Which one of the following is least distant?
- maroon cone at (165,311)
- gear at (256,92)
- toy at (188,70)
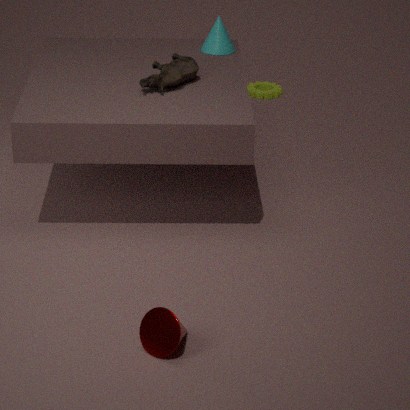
maroon cone at (165,311)
